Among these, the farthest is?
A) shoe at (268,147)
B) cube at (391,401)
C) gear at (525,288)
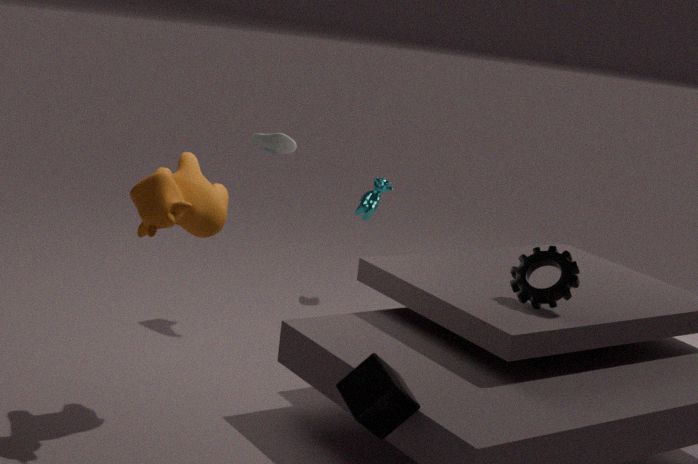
shoe at (268,147)
